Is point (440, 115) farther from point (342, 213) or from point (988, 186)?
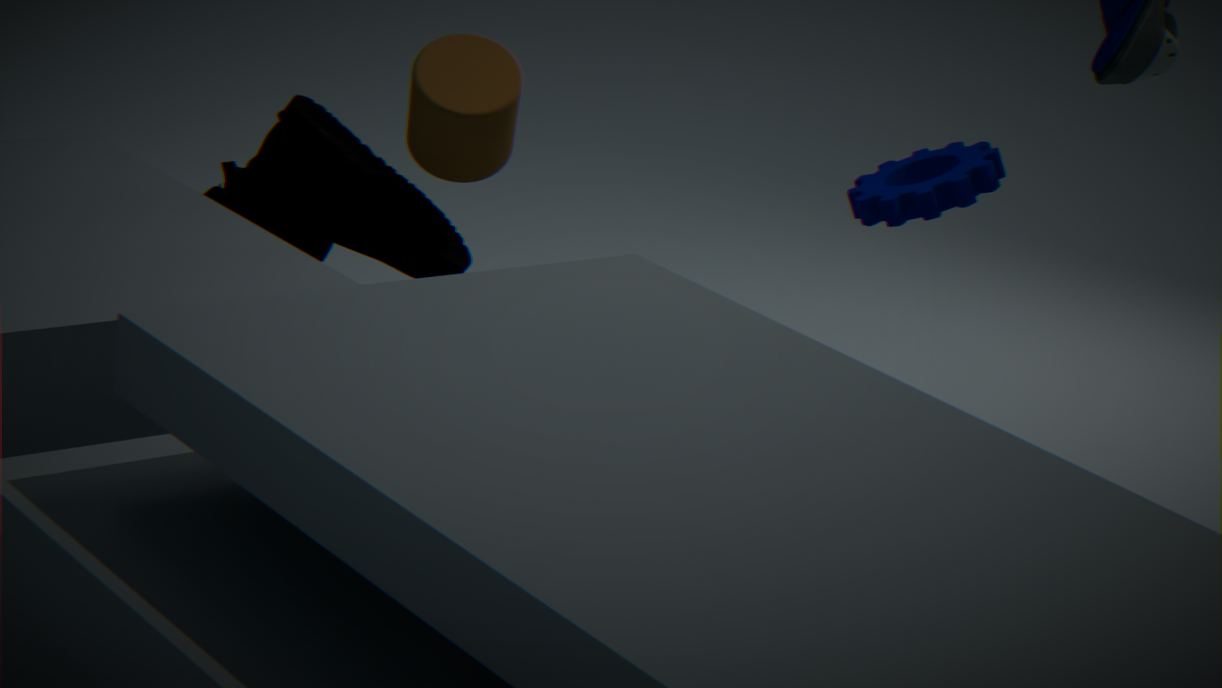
point (988, 186)
